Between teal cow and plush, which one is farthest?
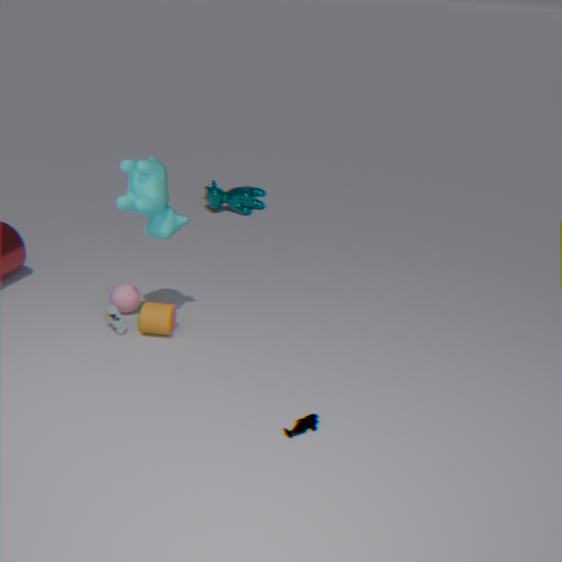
teal cow
